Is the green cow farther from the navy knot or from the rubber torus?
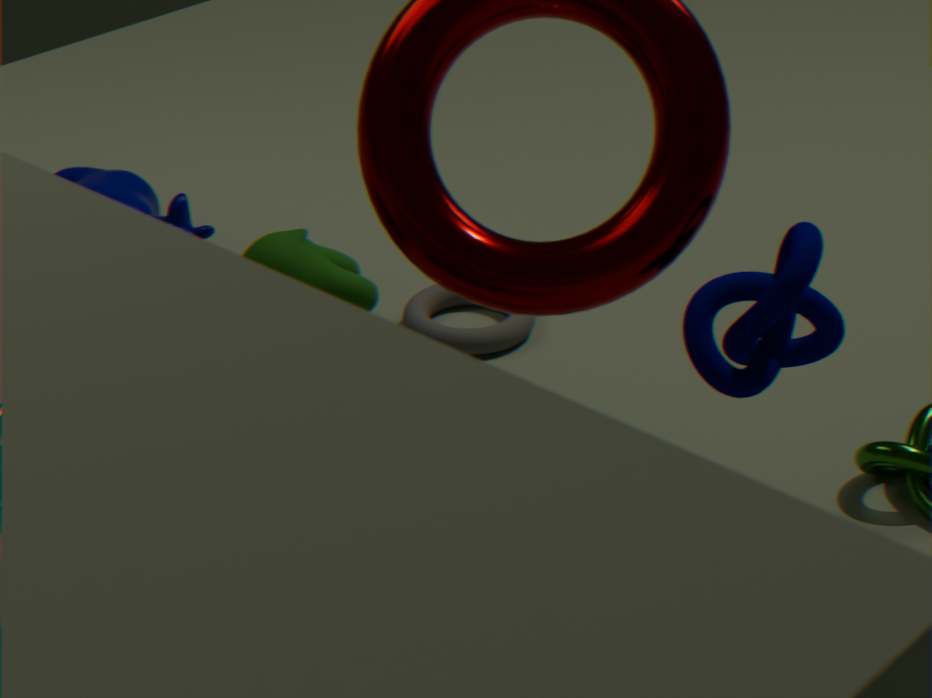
the navy knot
